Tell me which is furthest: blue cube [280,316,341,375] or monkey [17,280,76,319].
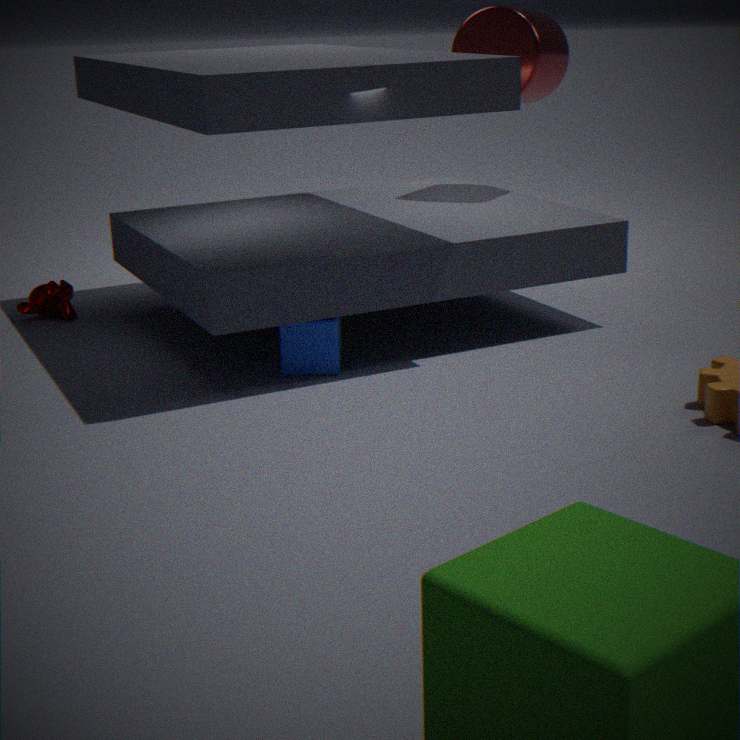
monkey [17,280,76,319]
